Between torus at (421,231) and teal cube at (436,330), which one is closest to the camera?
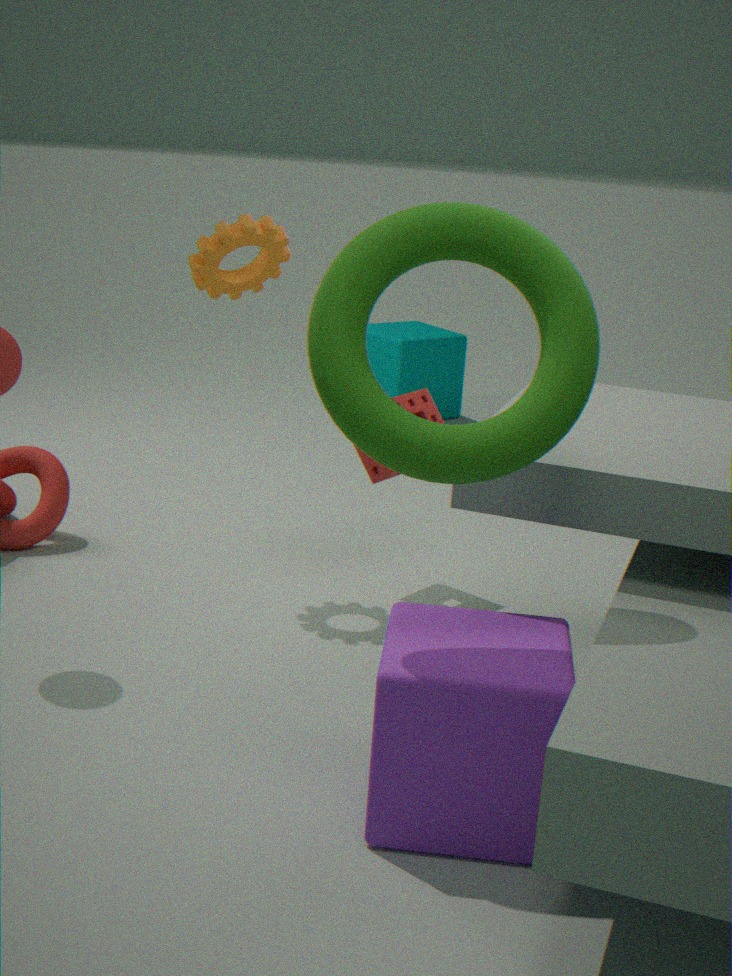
torus at (421,231)
